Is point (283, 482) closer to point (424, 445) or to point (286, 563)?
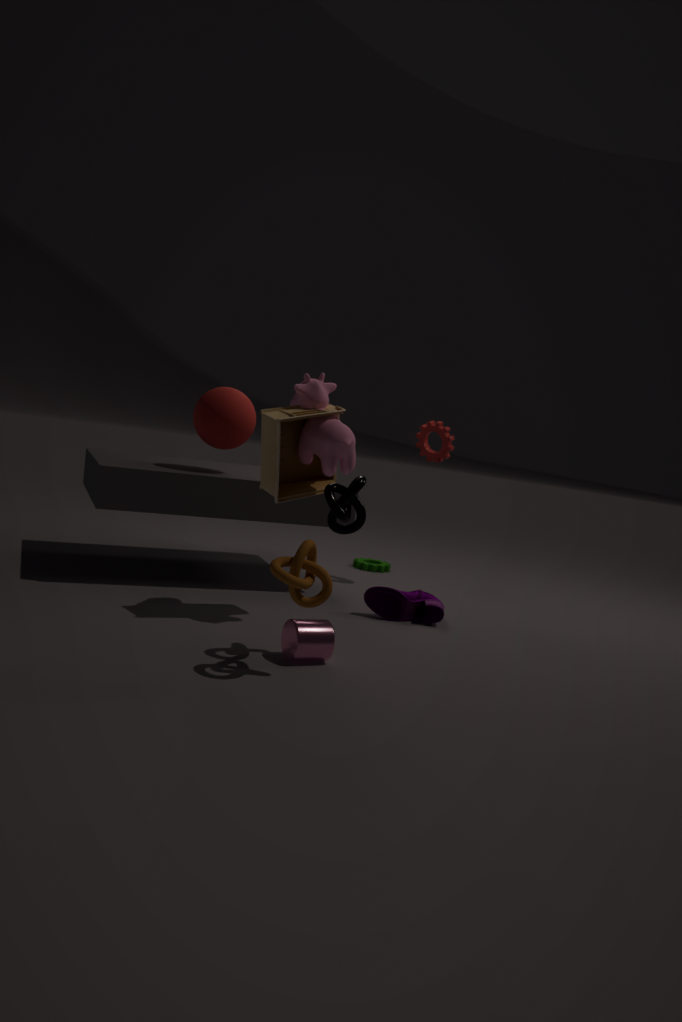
A: point (286, 563)
